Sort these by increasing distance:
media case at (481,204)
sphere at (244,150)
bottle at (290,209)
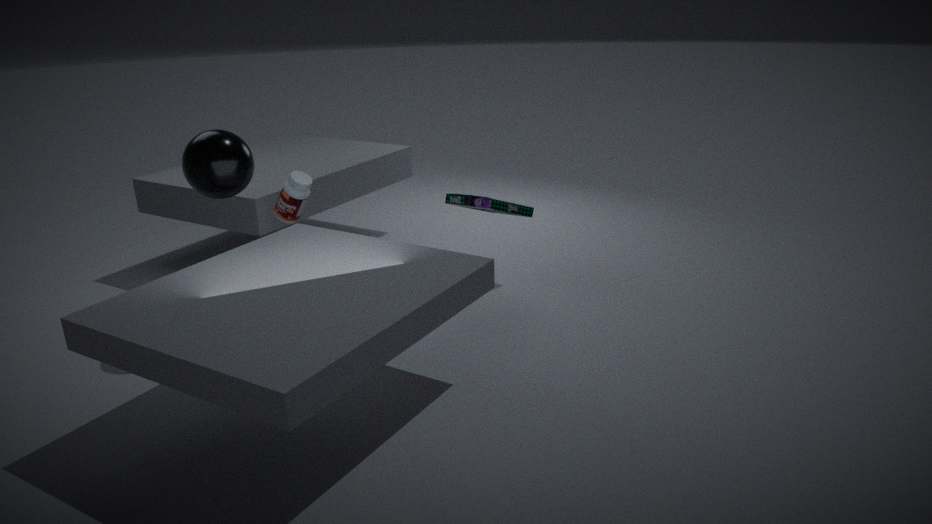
sphere at (244,150)
bottle at (290,209)
media case at (481,204)
